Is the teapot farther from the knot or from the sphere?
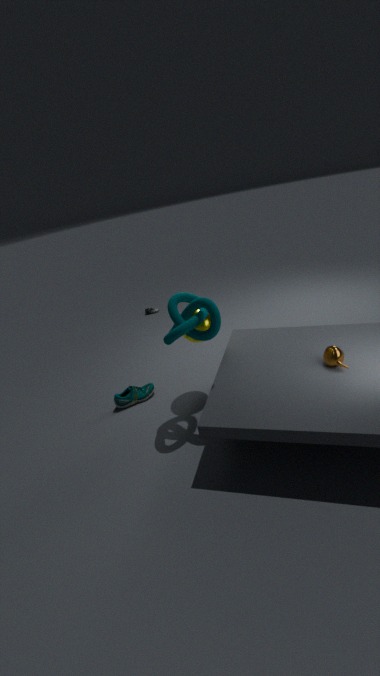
the sphere
